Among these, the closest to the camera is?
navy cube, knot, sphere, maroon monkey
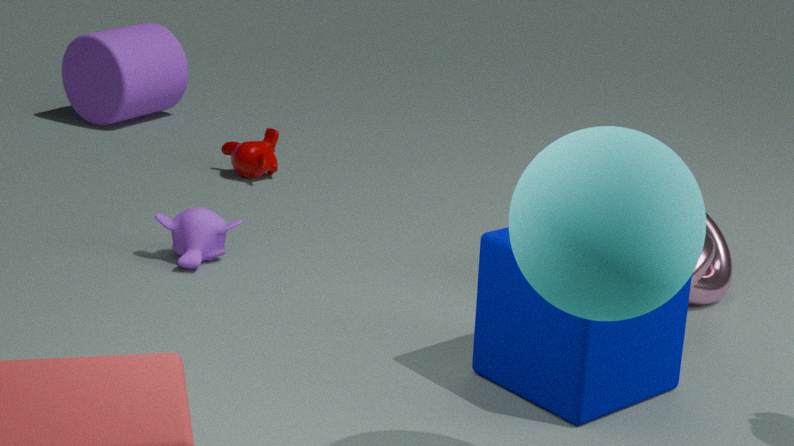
sphere
